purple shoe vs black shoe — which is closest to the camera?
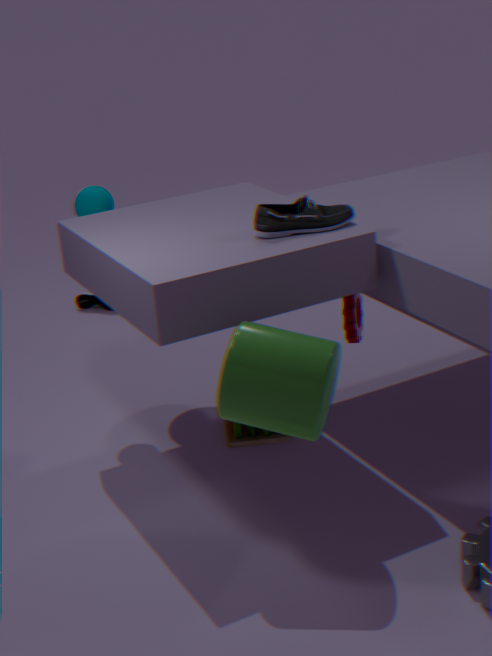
black shoe
